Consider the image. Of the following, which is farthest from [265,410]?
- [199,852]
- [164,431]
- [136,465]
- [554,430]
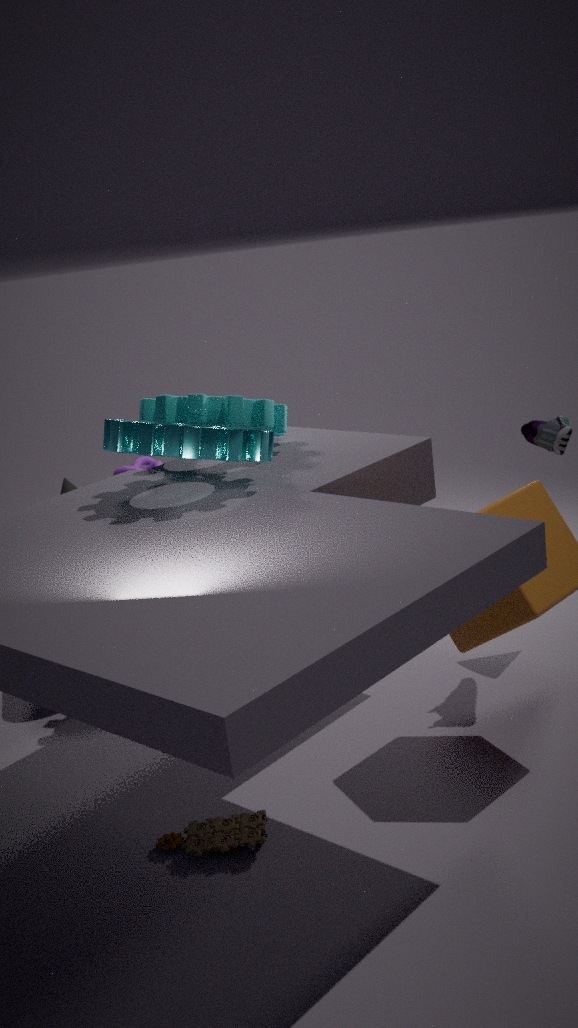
[199,852]
